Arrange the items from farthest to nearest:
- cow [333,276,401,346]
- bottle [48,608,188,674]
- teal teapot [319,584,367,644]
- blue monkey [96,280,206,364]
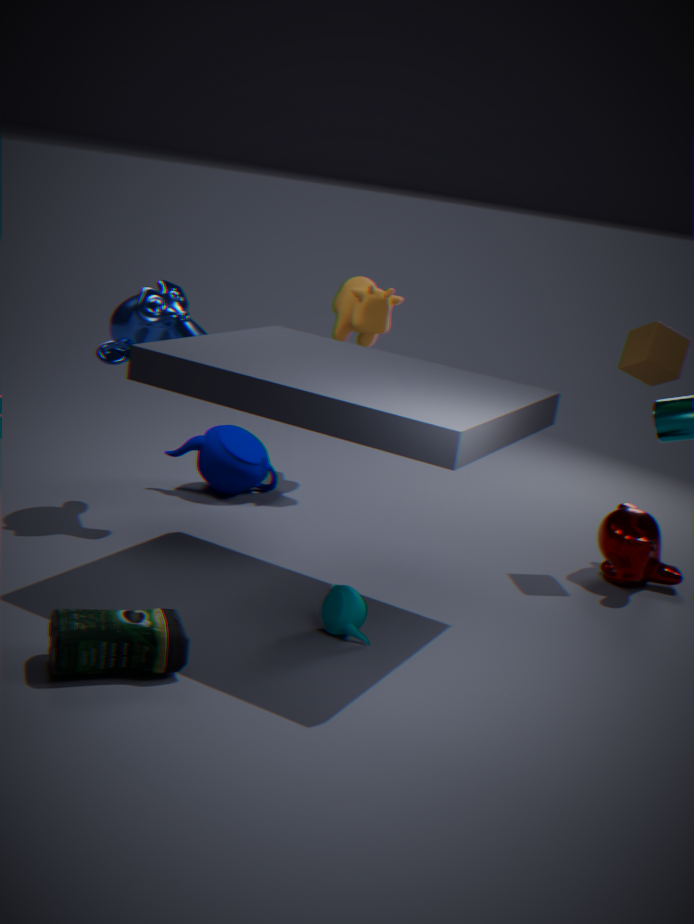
cow [333,276,401,346] < blue monkey [96,280,206,364] < teal teapot [319,584,367,644] < bottle [48,608,188,674]
